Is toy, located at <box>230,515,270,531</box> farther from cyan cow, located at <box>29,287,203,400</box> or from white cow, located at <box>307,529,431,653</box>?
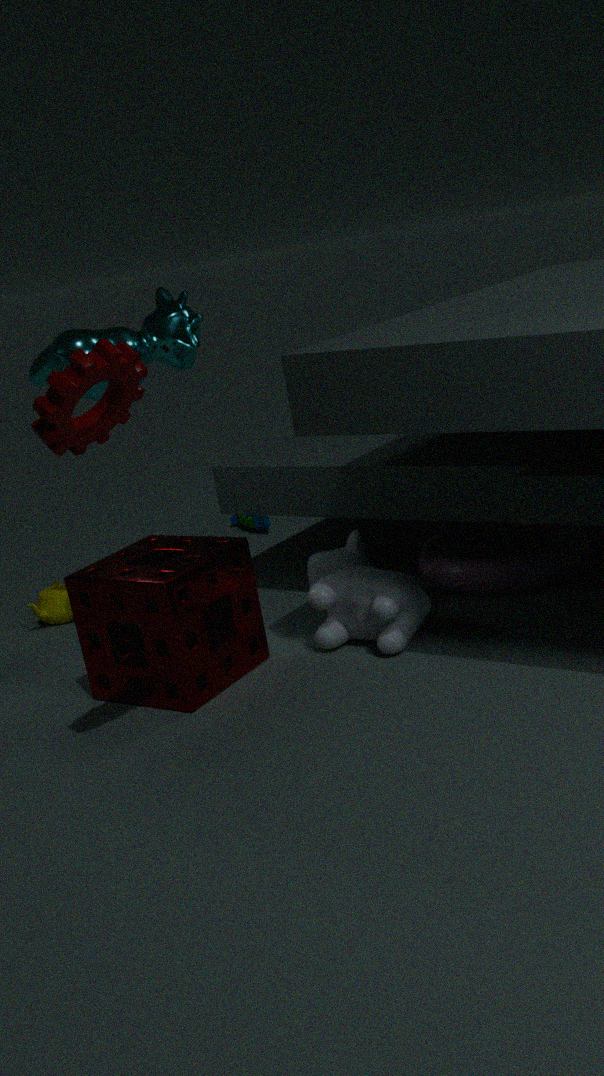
cyan cow, located at <box>29,287,203,400</box>
